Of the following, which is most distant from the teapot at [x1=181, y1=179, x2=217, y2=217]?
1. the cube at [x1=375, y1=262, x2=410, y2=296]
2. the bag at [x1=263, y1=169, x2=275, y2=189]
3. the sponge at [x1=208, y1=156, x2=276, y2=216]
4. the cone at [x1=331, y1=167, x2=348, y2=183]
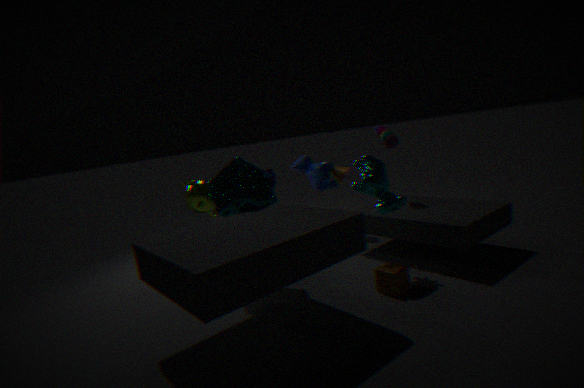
the cube at [x1=375, y1=262, x2=410, y2=296]
